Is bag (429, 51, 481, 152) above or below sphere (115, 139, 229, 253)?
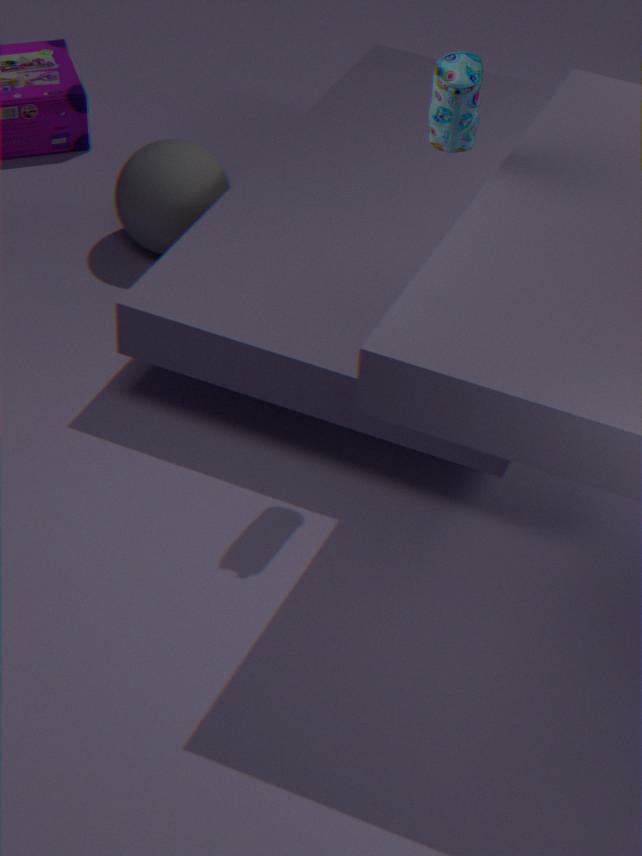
above
